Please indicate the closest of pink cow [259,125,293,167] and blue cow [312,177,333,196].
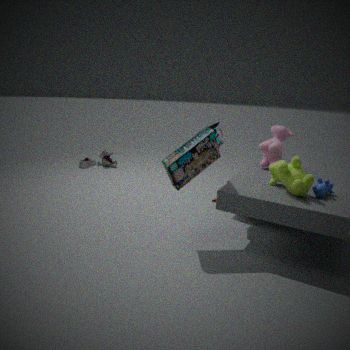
blue cow [312,177,333,196]
